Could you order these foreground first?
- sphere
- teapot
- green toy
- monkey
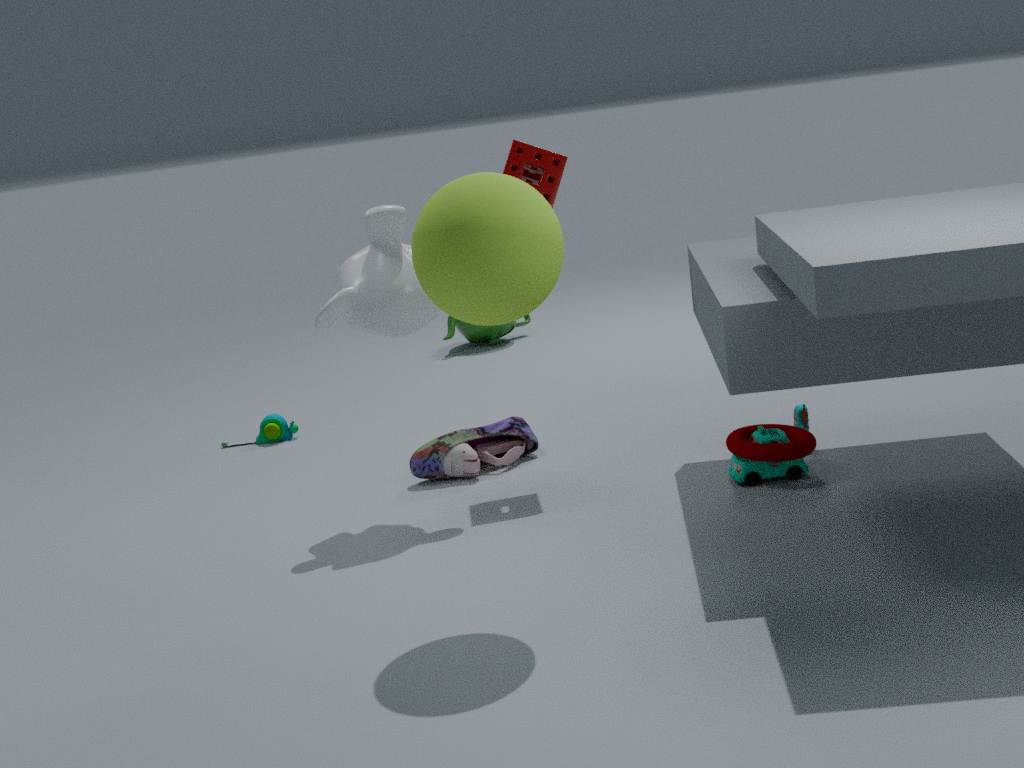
sphere
monkey
green toy
teapot
